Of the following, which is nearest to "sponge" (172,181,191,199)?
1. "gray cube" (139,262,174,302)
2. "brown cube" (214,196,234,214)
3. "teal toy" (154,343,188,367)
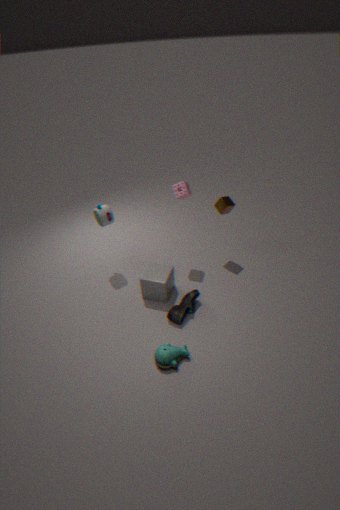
"brown cube" (214,196,234,214)
